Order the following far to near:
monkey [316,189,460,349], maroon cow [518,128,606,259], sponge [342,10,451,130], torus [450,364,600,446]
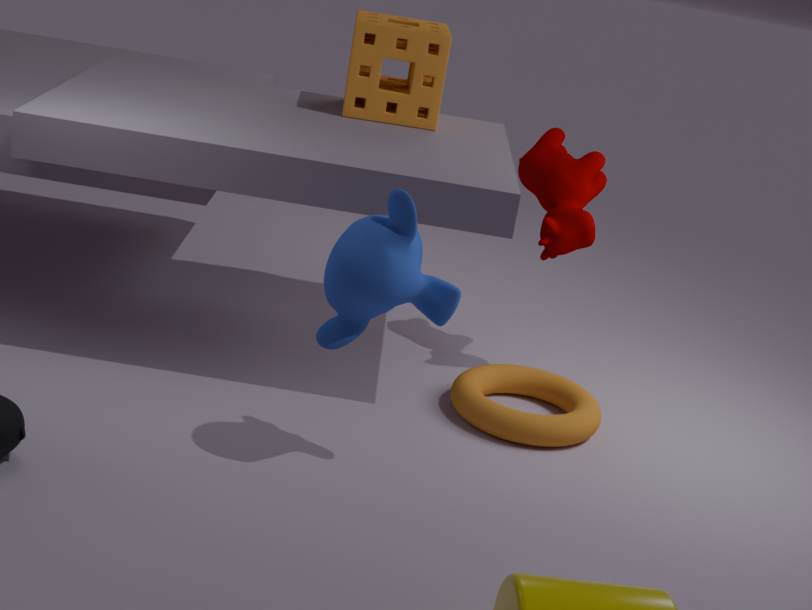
sponge [342,10,451,130]
maroon cow [518,128,606,259]
torus [450,364,600,446]
monkey [316,189,460,349]
